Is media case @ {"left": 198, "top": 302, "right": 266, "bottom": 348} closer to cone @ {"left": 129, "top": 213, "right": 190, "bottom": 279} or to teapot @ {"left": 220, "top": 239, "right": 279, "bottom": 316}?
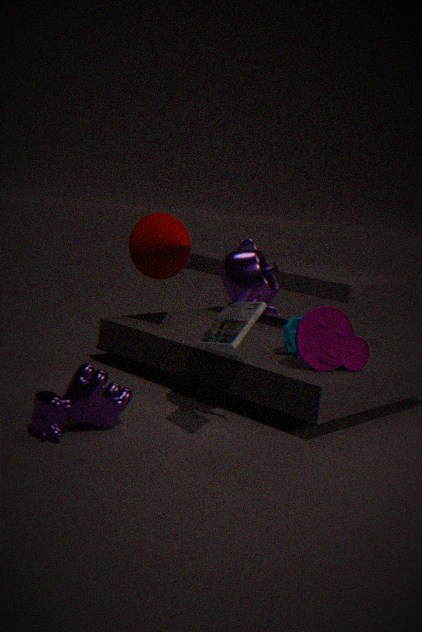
teapot @ {"left": 220, "top": 239, "right": 279, "bottom": 316}
